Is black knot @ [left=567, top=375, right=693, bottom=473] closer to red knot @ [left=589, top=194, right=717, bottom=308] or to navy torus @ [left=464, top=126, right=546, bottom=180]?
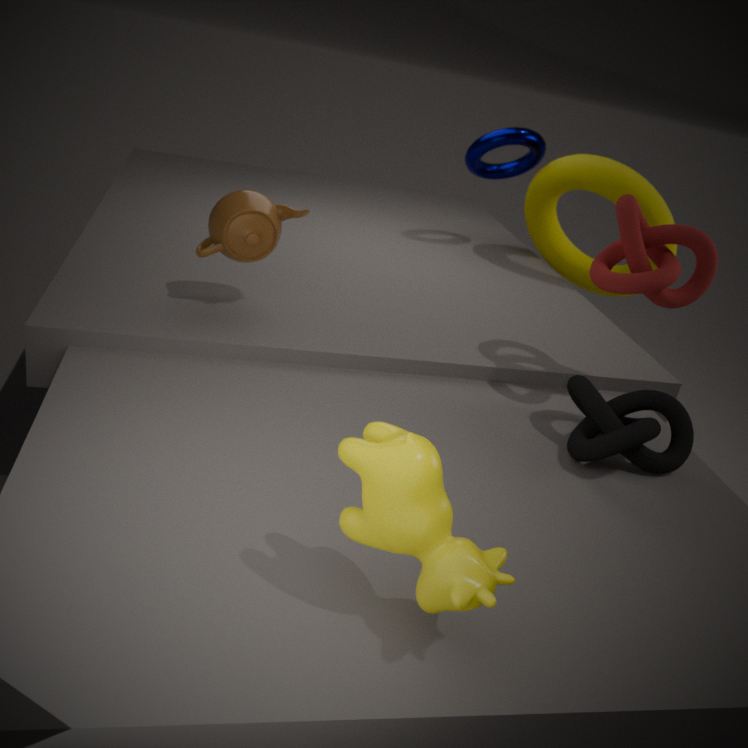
red knot @ [left=589, top=194, right=717, bottom=308]
